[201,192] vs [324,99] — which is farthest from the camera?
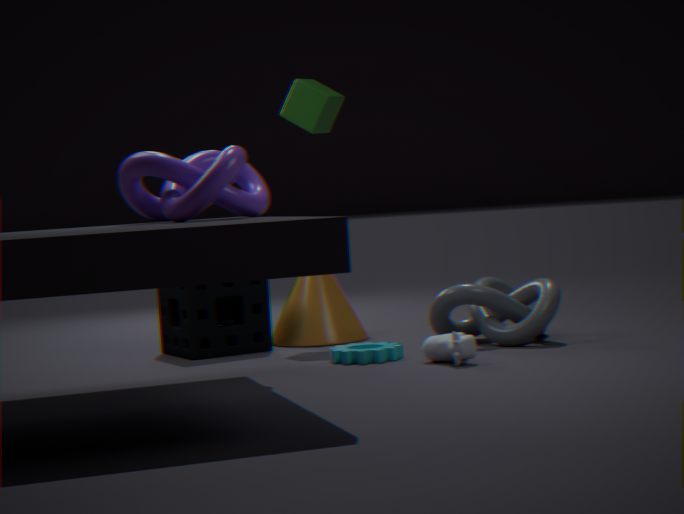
[324,99]
